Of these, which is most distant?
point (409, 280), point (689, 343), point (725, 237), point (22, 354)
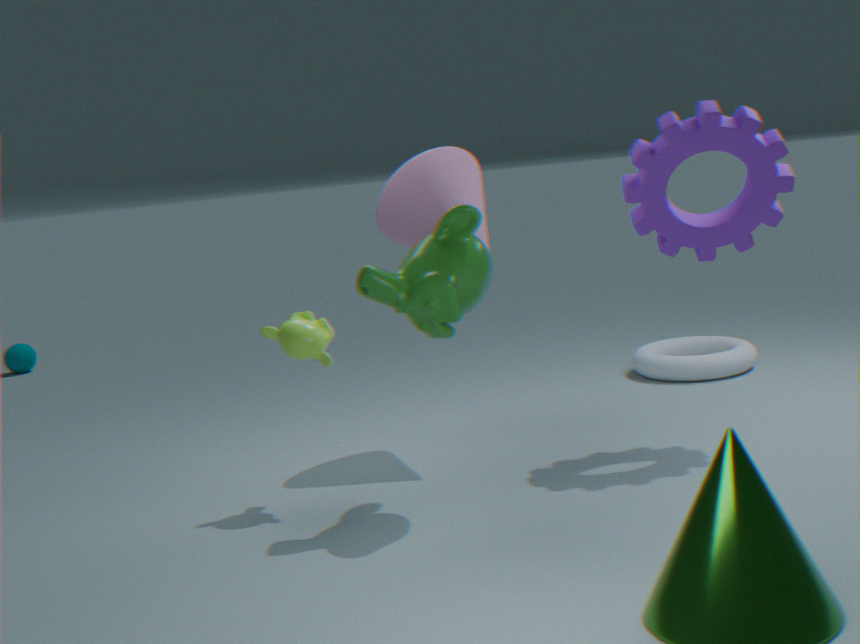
point (22, 354)
